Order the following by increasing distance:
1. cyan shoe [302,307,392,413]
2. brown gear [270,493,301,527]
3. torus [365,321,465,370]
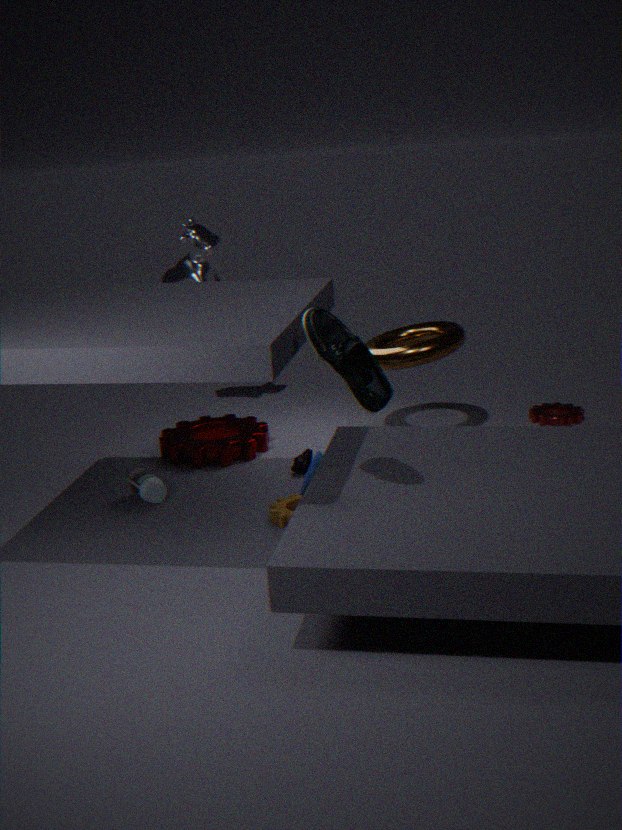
1. cyan shoe [302,307,392,413]
2. brown gear [270,493,301,527]
3. torus [365,321,465,370]
